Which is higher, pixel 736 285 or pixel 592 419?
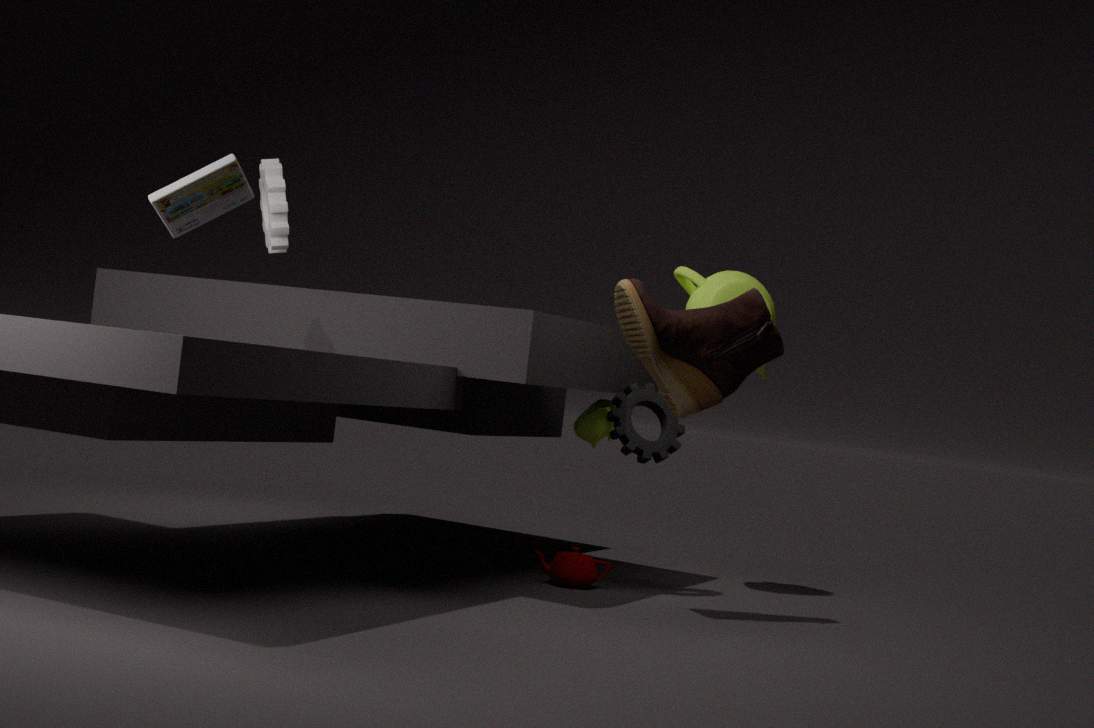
pixel 736 285
